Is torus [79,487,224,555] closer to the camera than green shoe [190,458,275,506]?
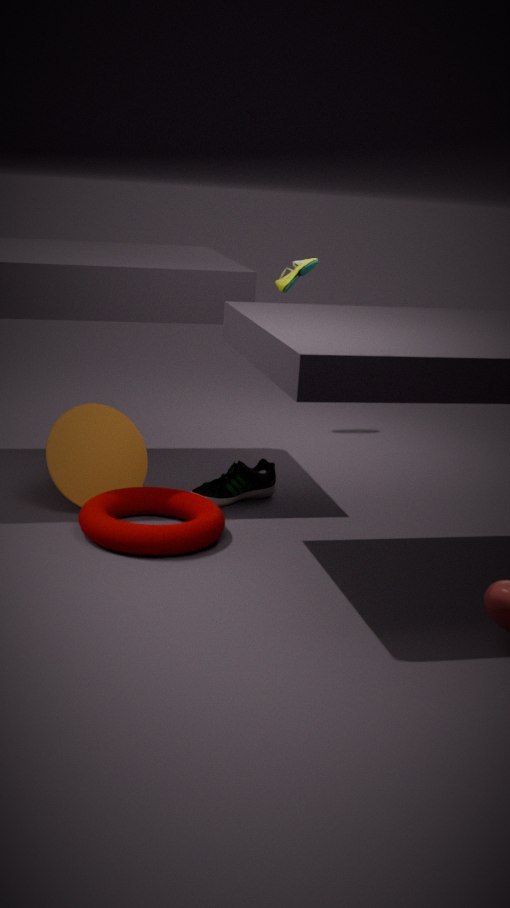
Yes
